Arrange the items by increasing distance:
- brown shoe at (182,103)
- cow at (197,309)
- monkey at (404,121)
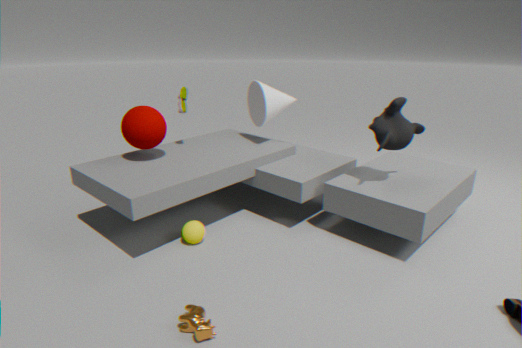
cow at (197,309)
monkey at (404,121)
brown shoe at (182,103)
